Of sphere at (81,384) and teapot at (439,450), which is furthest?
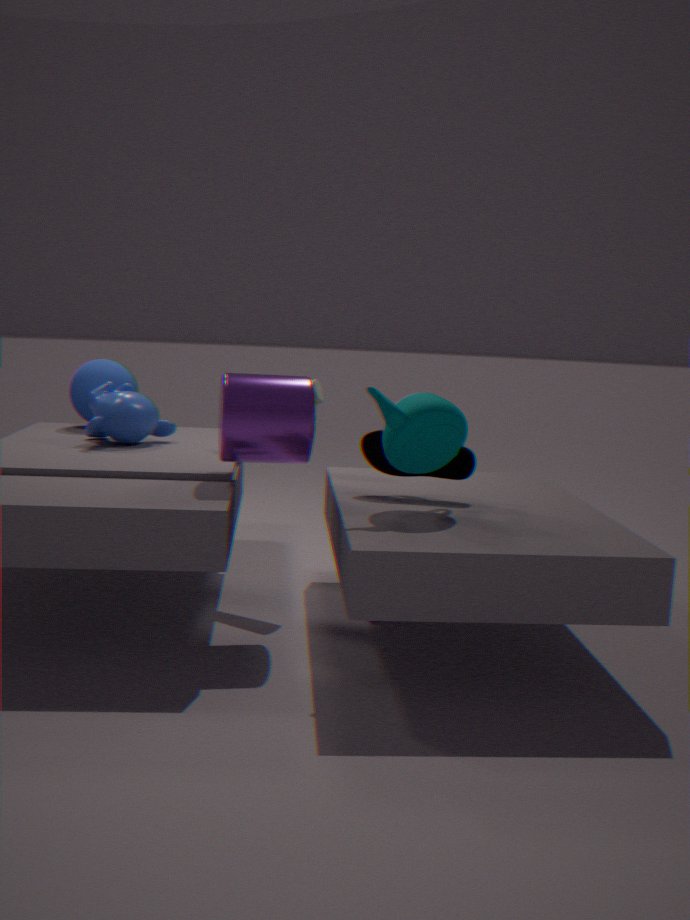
sphere at (81,384)
